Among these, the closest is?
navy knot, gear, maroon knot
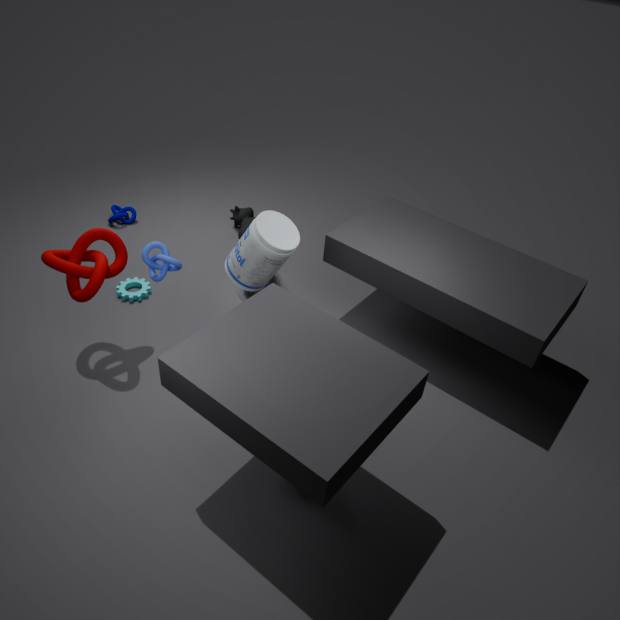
maroon knot
